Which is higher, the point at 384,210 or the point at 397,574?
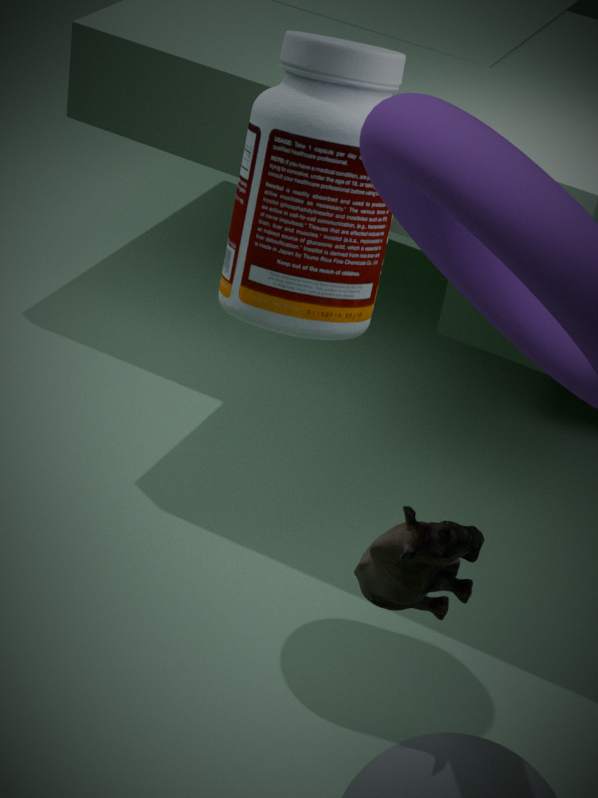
the point at 384,210
